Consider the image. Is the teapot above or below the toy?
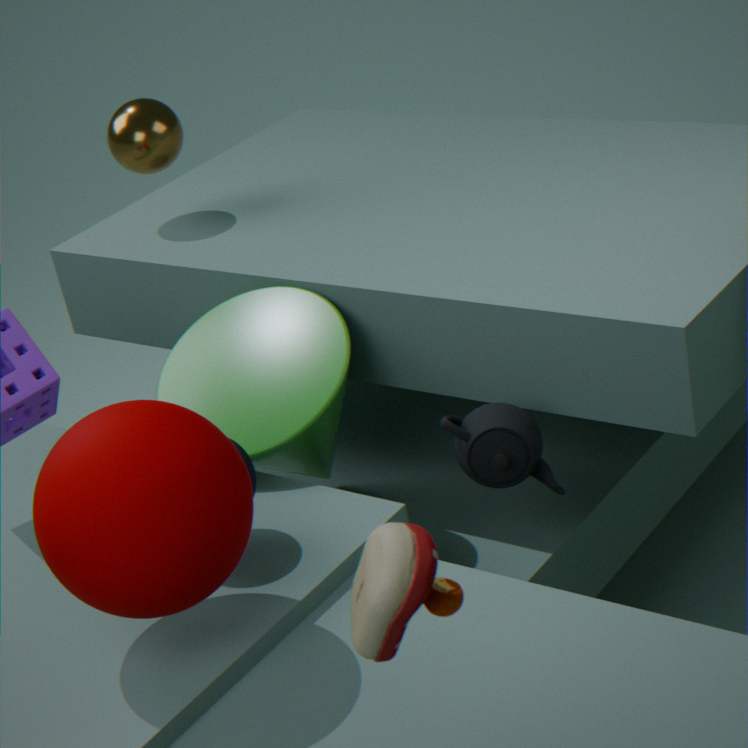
below
